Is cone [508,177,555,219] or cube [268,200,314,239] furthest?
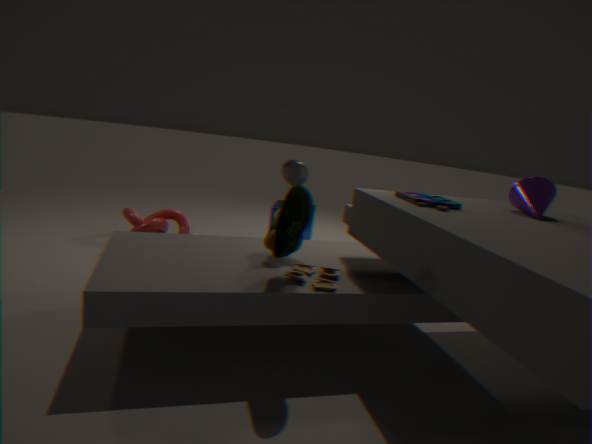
cube [268,200,314,239]
